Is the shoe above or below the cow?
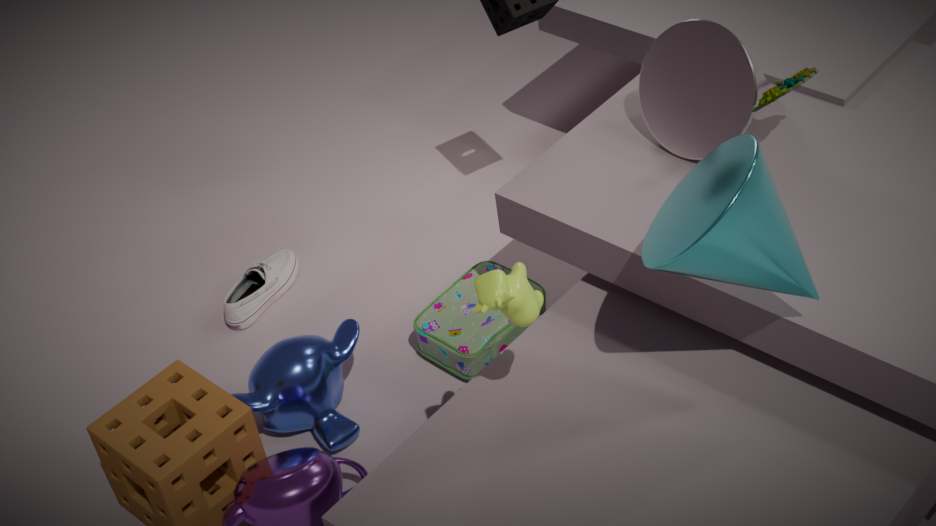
below
